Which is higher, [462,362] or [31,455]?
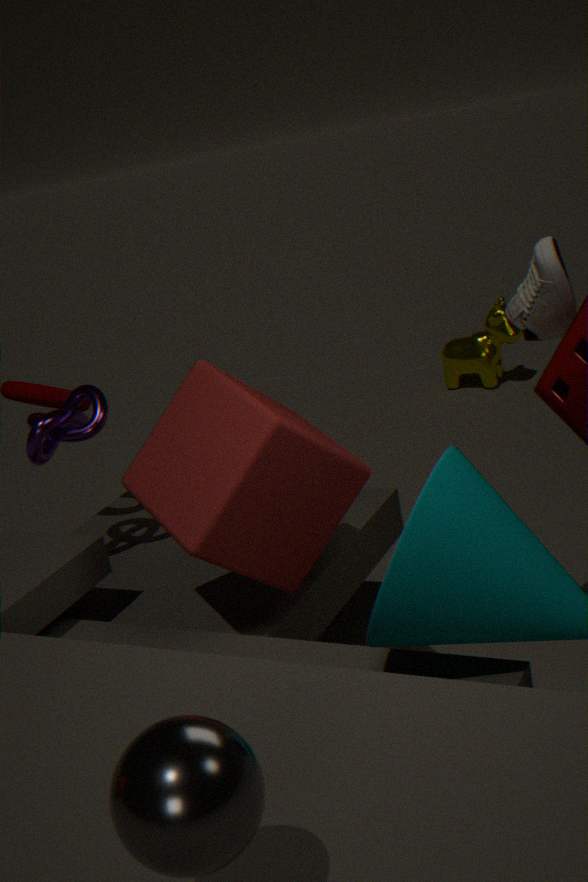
[31,455]
